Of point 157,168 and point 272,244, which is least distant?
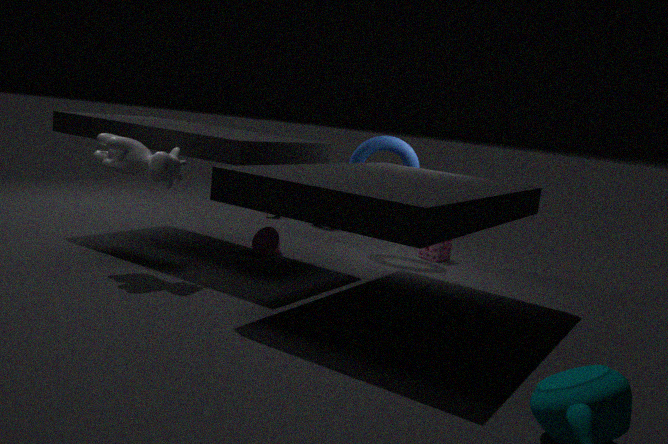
point 157,168
